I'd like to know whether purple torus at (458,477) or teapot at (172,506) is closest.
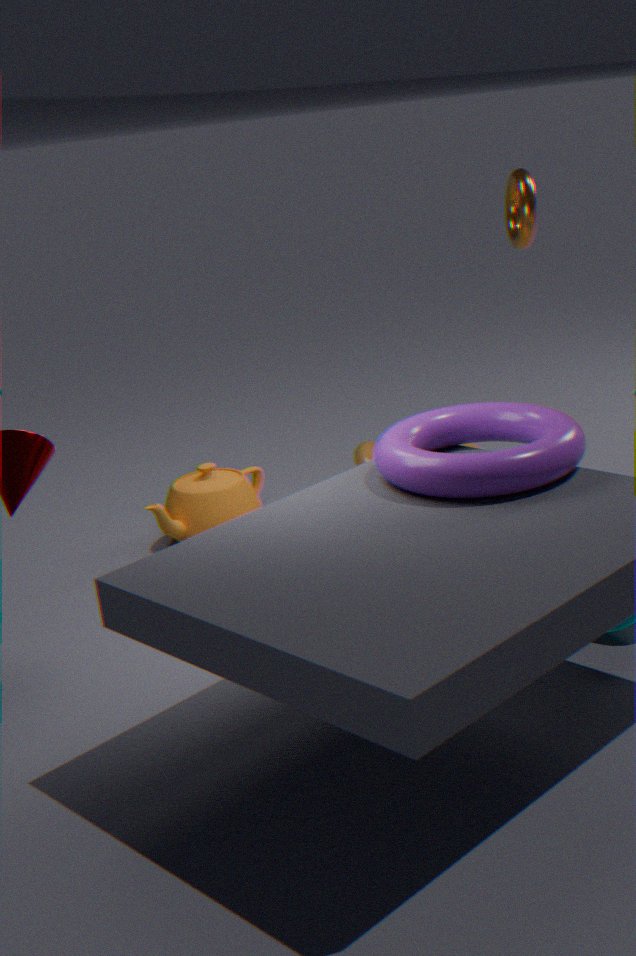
purple torus at (458,477)
